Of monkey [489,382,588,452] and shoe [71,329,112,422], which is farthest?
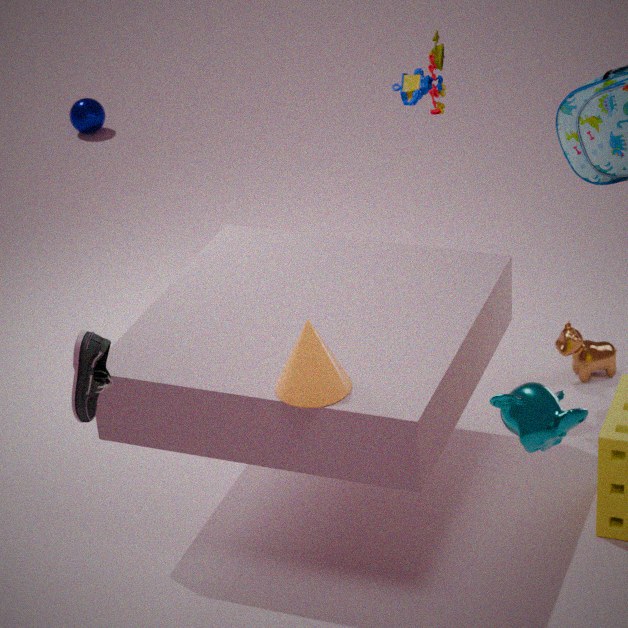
shoe [71,329,112,422]
